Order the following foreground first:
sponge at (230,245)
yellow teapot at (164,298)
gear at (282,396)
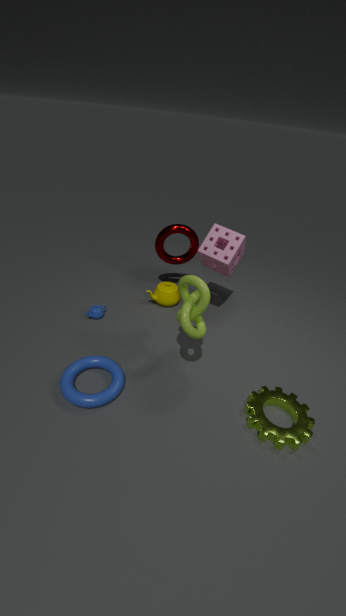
gear at (282,396) → sponge at (230,245) → yellow teapot at (164,298)
